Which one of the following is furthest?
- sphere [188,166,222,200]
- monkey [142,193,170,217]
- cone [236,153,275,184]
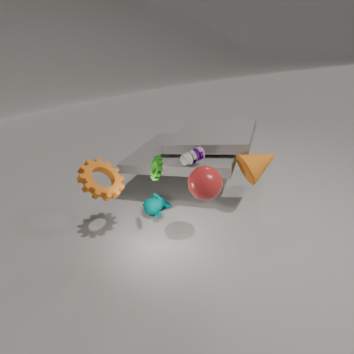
monkey [142,193,170,217]
